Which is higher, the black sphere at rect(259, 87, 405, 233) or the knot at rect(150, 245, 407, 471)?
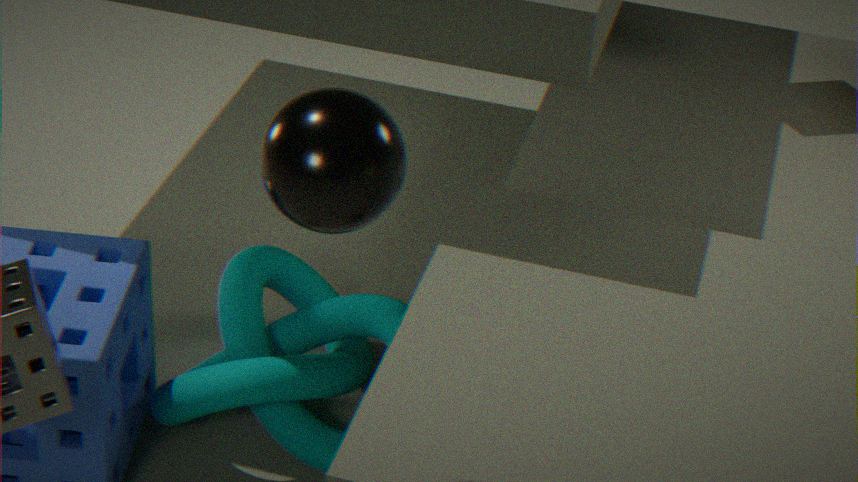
the black sphere at rect(259, 87, 405, 233)
